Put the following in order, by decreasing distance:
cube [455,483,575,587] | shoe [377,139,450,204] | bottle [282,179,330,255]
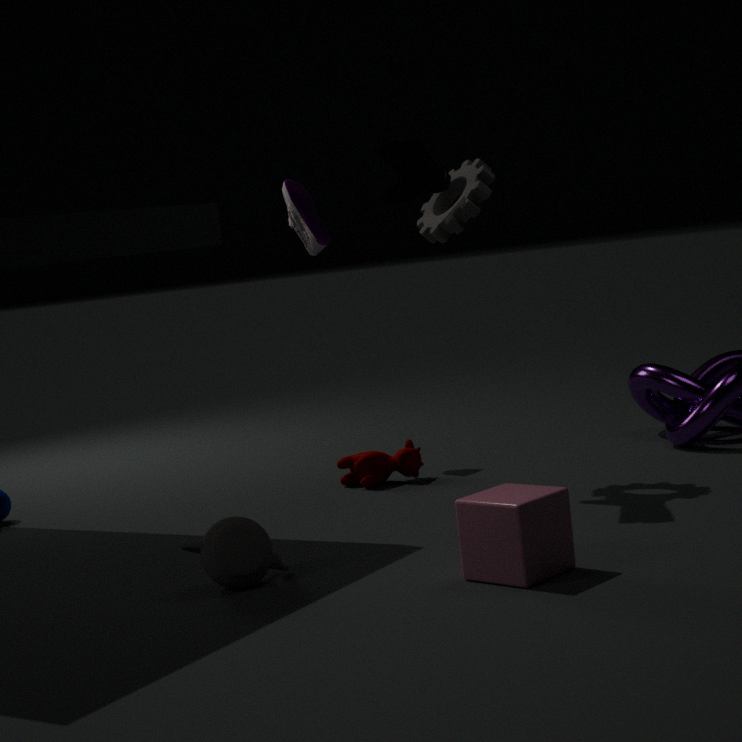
bottle [282,179,330,255], shoe [377,139,450,204], cube [455,483,575,587]
